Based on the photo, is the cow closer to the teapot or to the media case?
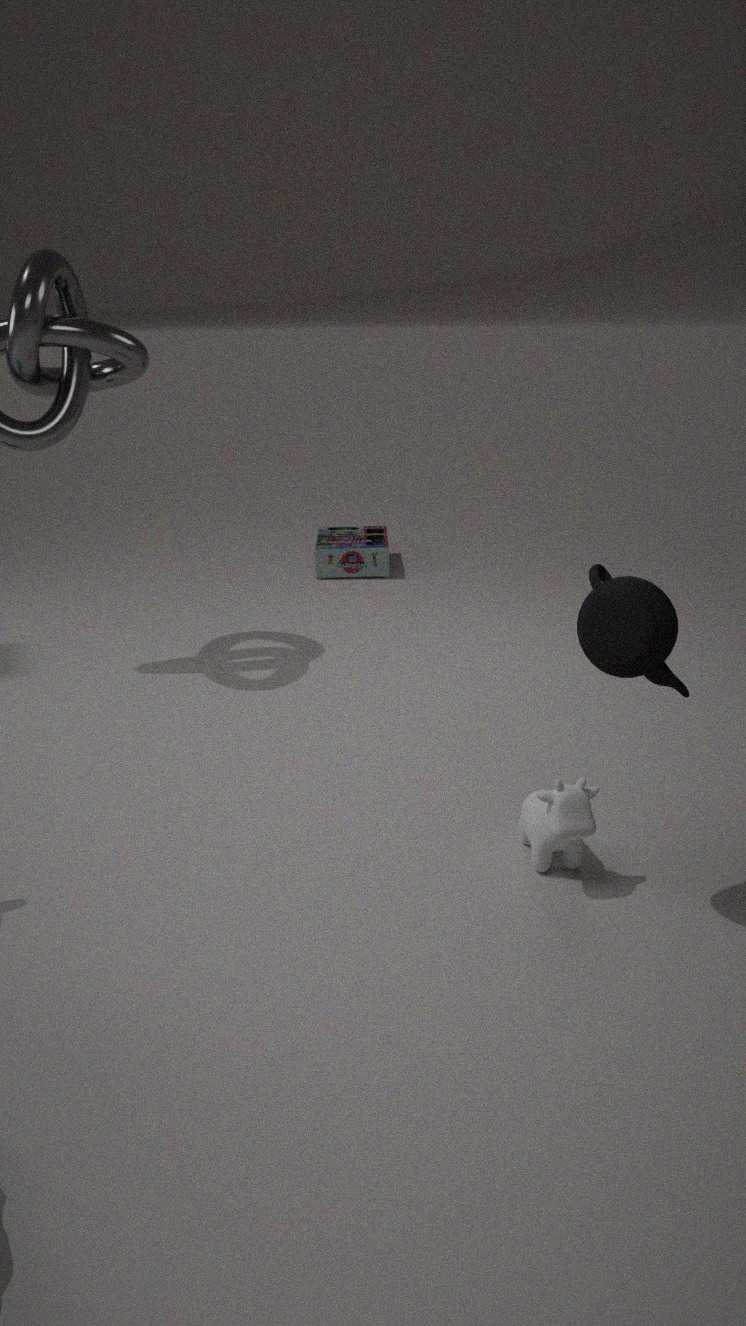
the teapot
